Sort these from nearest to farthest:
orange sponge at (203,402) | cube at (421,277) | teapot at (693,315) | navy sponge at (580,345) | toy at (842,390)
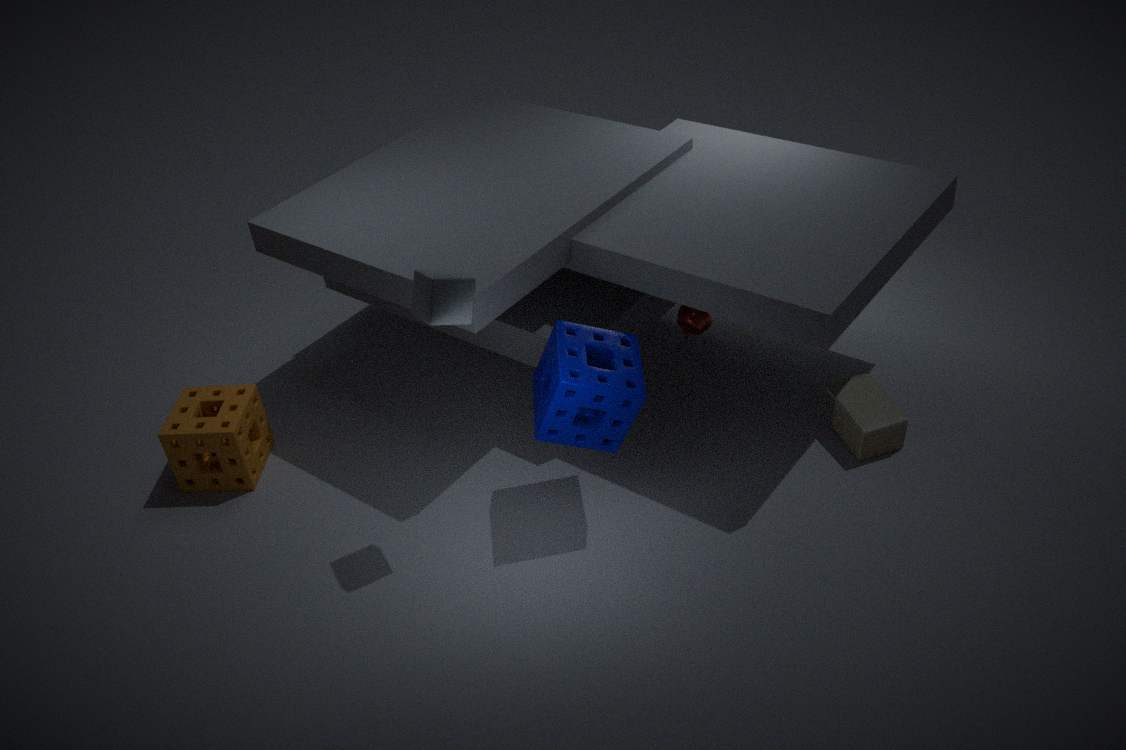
1. cube at (421,277)
2. navy sponge at (580,345)
3. toy at (842,390)
4. teapot at (693,315)
5. orange sponge at (203,402)
